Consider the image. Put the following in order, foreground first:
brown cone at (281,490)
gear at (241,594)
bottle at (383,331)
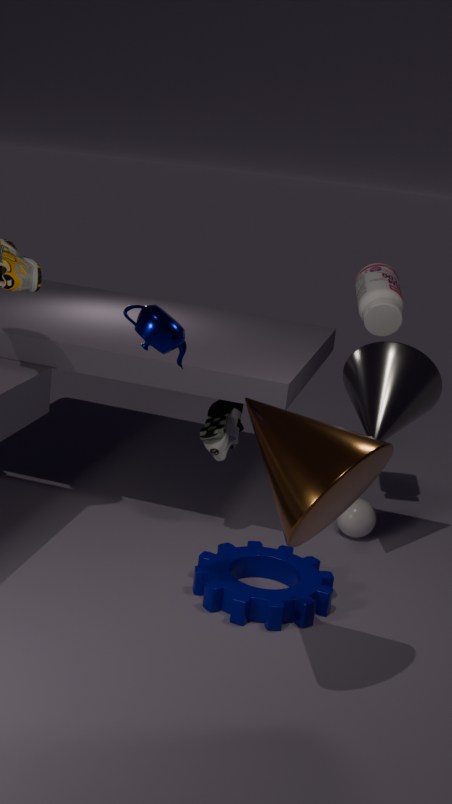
brown cone at (281,490), gear at (241,594), bottle at (383,331)
